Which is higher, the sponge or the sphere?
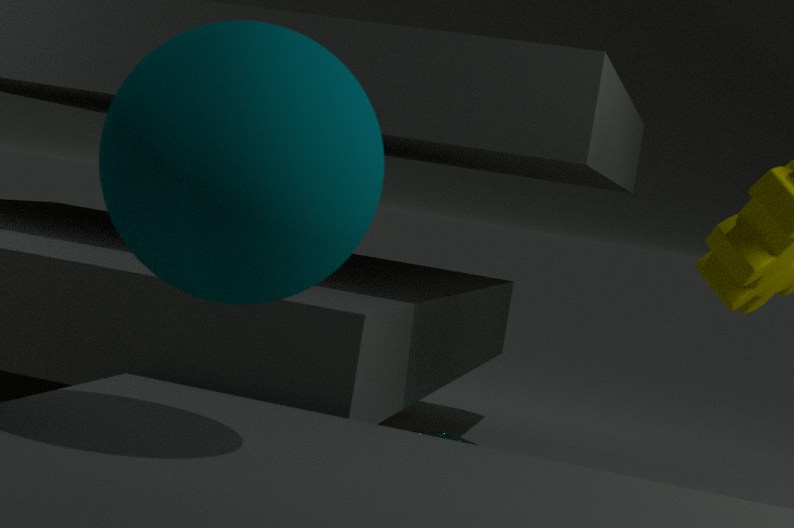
the sphere
